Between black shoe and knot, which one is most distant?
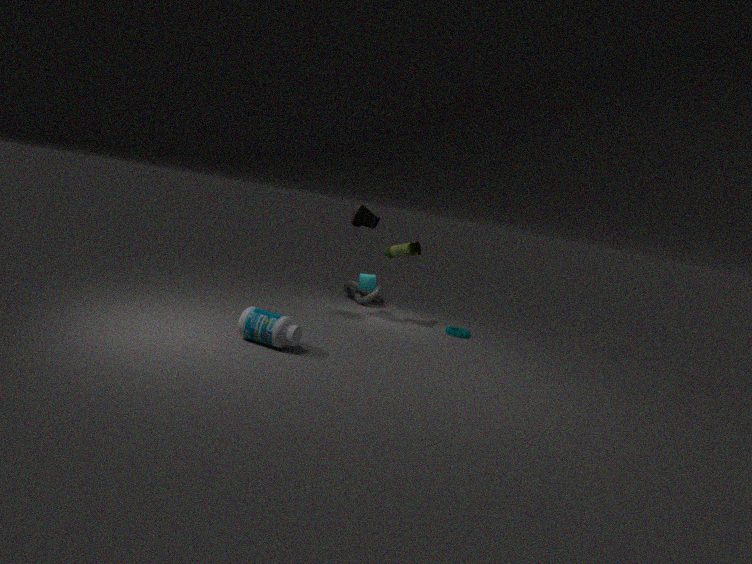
knot
